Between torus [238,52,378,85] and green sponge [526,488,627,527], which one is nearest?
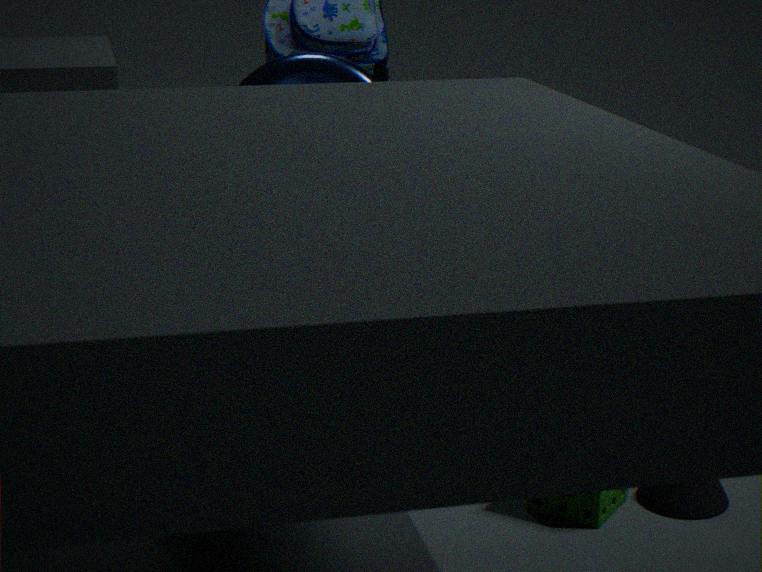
green sponge [526,488,627,527]
